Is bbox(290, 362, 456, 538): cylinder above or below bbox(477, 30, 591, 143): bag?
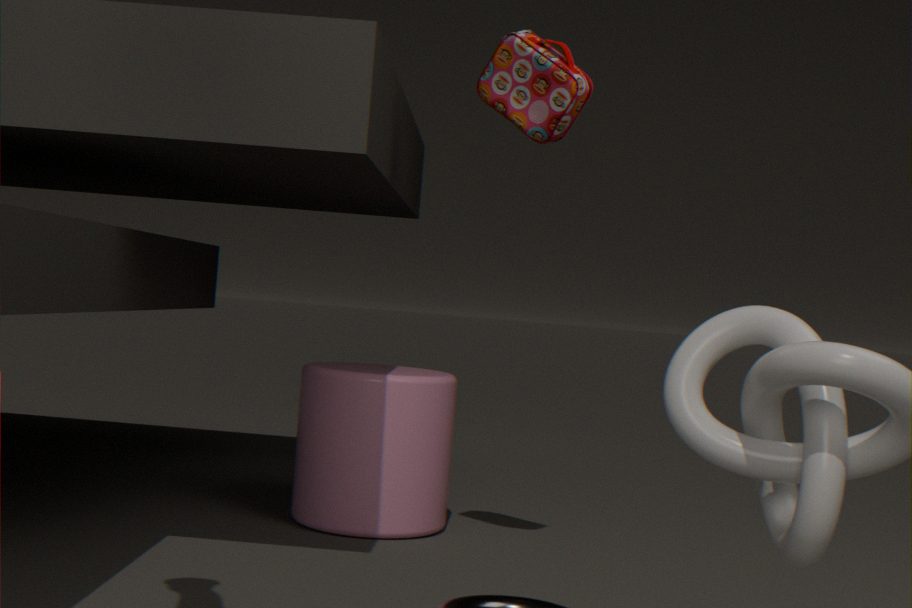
below
